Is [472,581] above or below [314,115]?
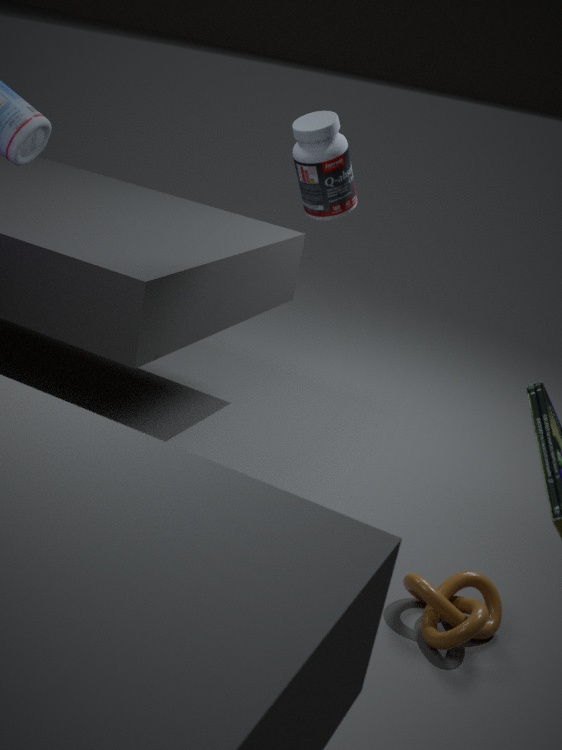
below
